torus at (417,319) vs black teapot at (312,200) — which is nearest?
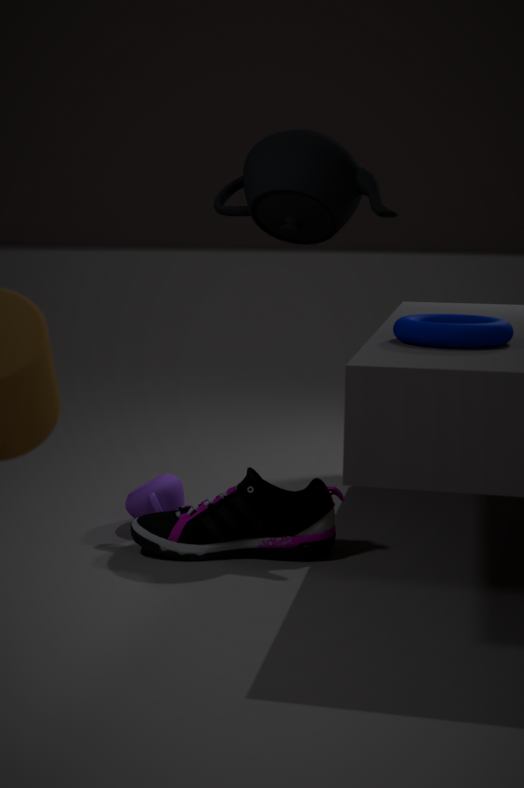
torus at (417,319)
